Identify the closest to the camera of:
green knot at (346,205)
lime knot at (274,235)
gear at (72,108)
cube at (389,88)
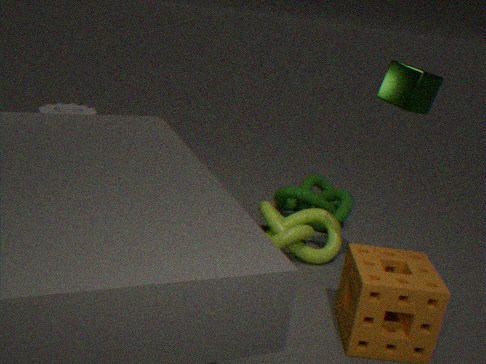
cube at (389,88)
